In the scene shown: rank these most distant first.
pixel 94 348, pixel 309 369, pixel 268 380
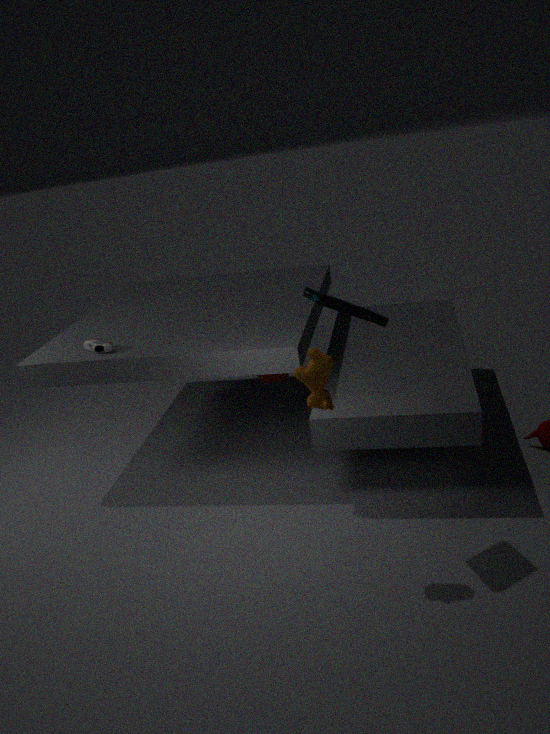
pixel 268 380 → pixel 94 348 → pixel 309 369
